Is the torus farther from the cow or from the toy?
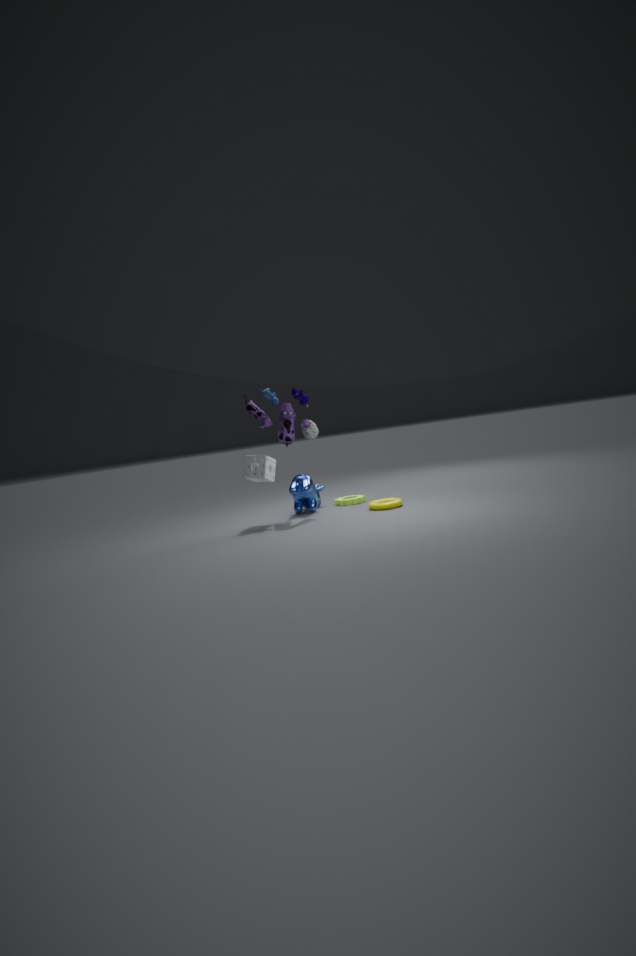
the toy
